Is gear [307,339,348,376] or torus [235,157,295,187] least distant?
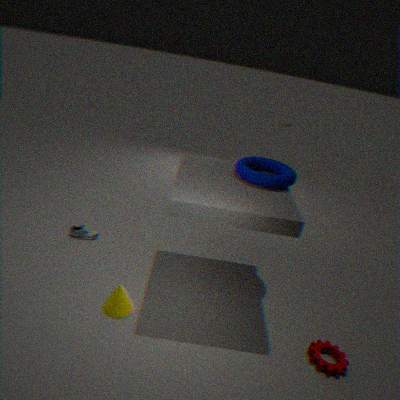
gear [307,339,348,376]
